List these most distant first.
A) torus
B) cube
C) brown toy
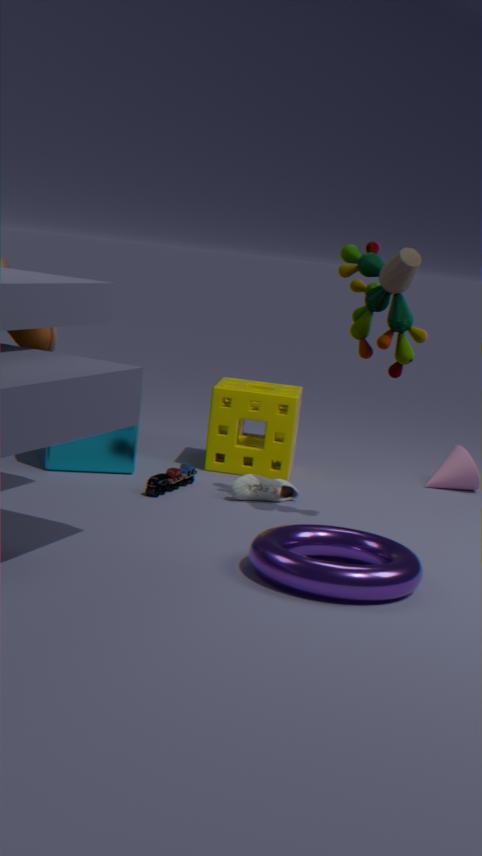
cube → brown toy → torus
